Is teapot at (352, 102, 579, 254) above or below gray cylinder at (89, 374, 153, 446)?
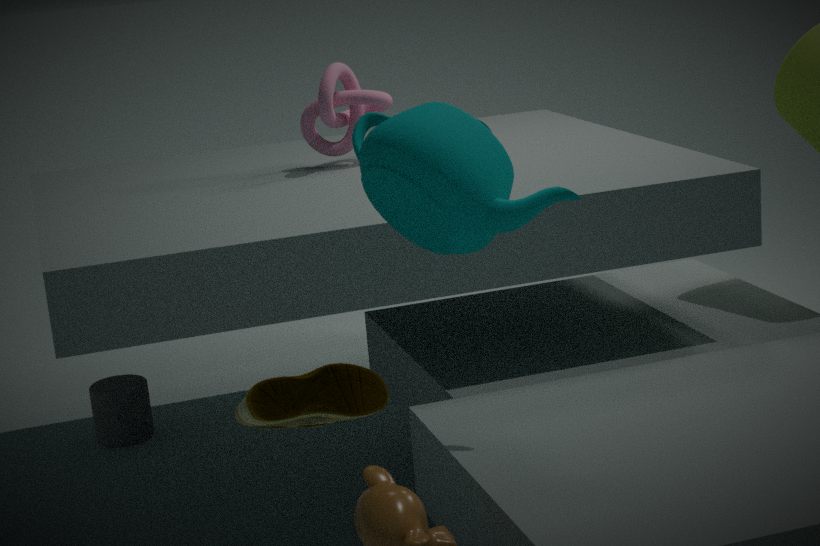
above
